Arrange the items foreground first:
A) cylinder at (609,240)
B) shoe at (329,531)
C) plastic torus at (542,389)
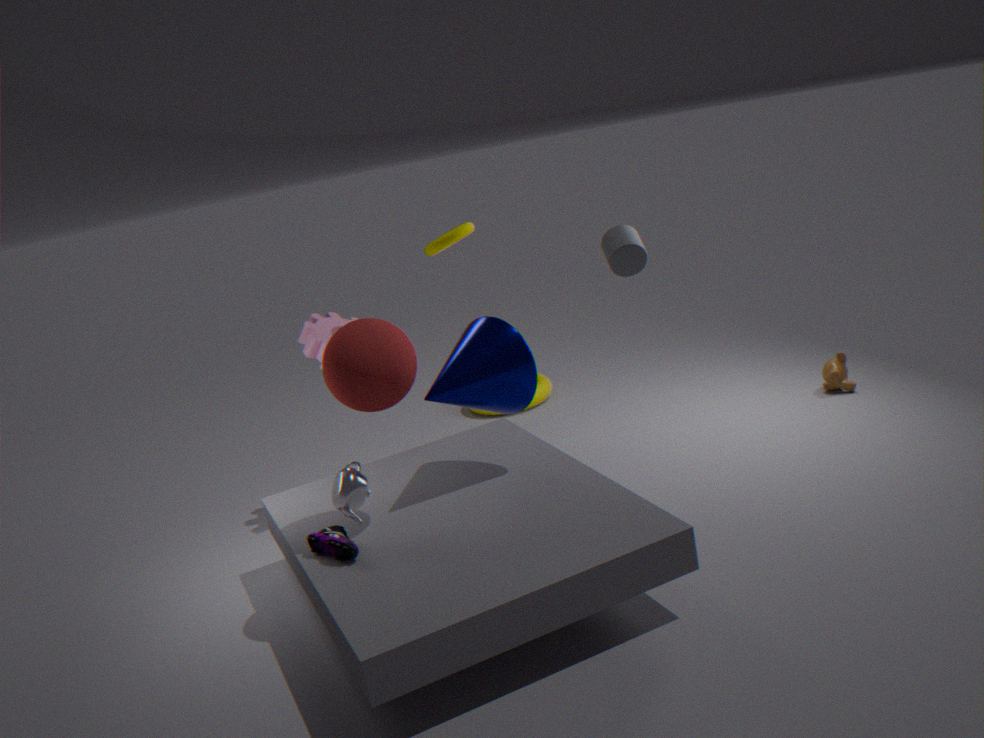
1. shoe at (329,531)
2. cylinder at (609,240)
3. plastic torus at (542,389)
